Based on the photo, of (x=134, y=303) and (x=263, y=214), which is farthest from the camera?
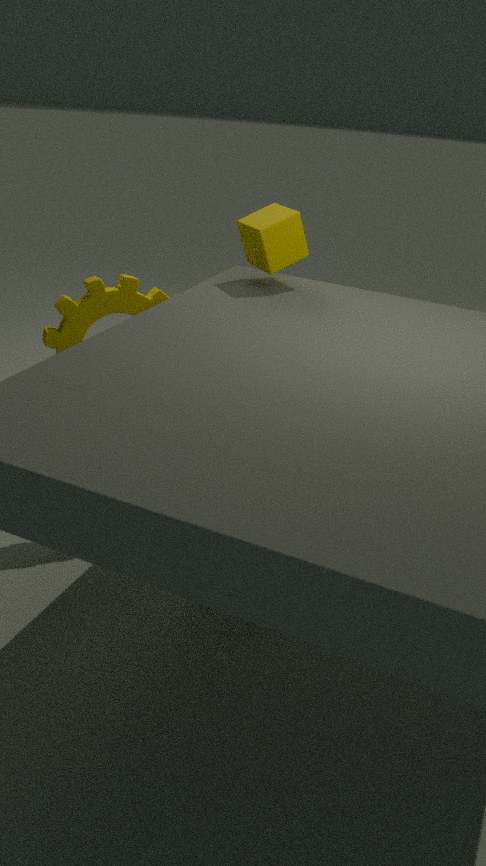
(x=134, y=303)
